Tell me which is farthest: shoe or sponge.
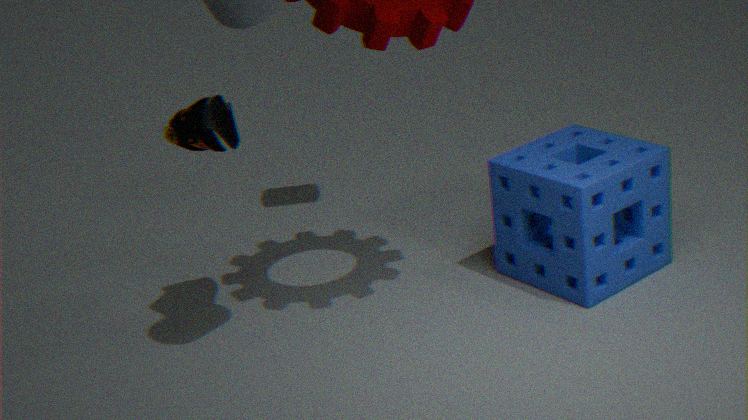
sponge
